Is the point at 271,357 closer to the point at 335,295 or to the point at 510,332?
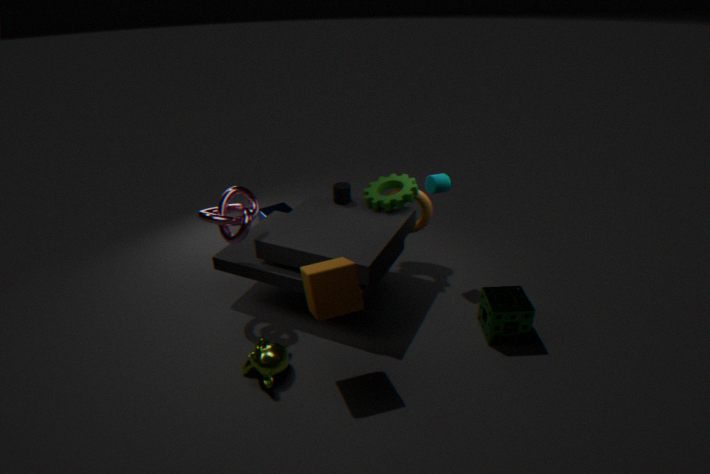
the point at 335,295
